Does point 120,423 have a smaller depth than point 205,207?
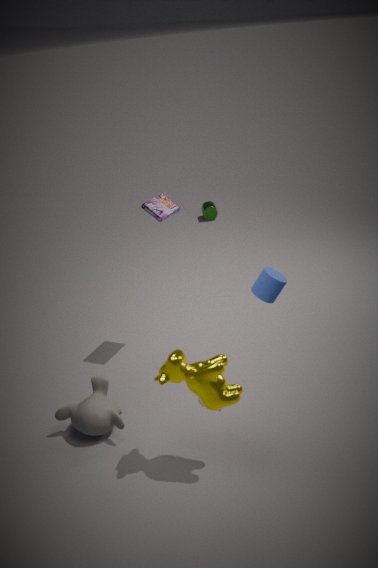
Yes
